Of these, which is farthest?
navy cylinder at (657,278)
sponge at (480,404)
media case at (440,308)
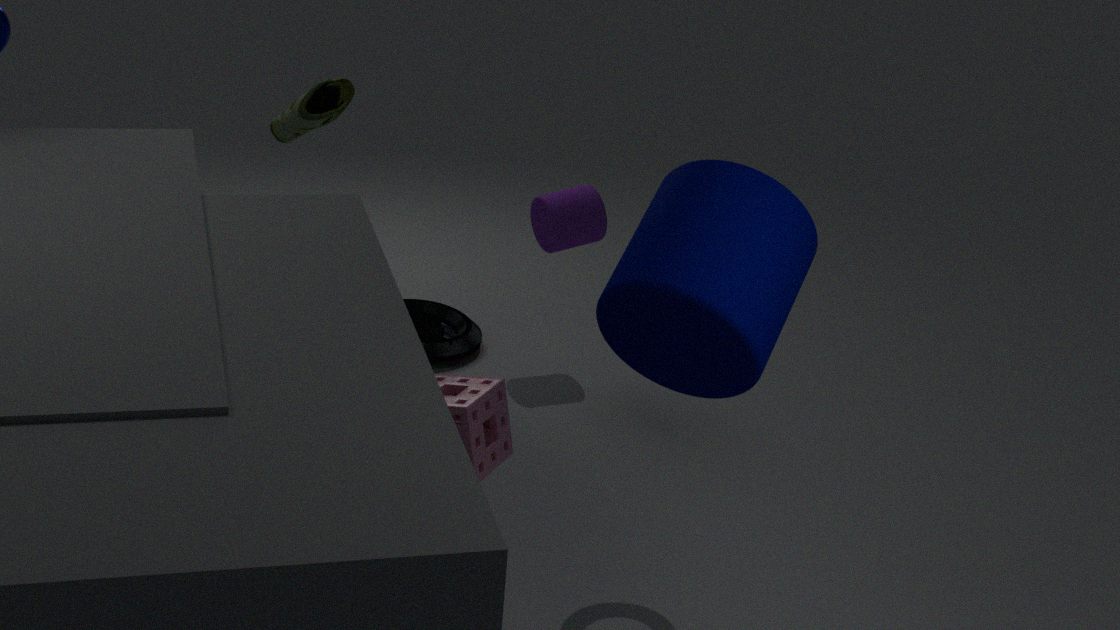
media case at (440,308)
